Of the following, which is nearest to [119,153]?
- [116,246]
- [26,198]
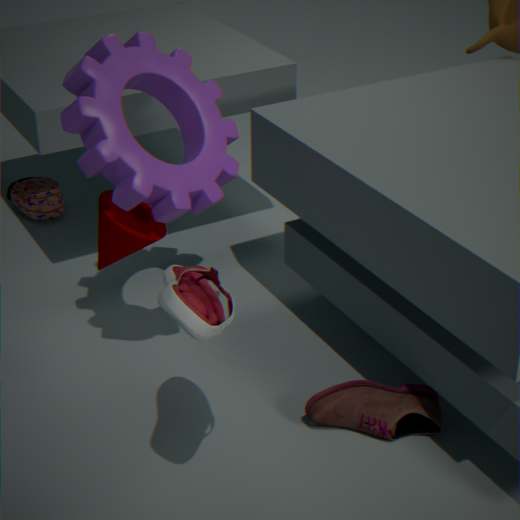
[116,246]
